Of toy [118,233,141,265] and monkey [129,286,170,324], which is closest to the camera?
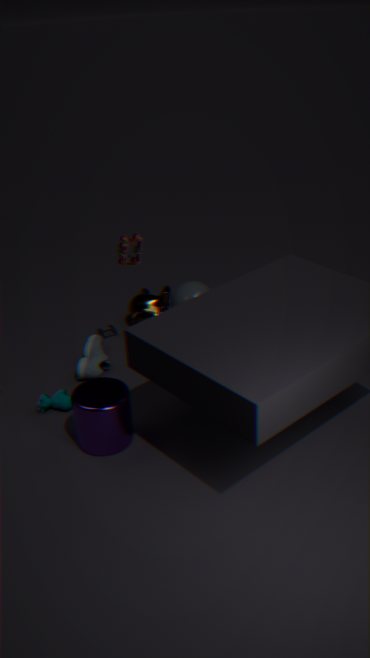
toy [118,233,141,265]
